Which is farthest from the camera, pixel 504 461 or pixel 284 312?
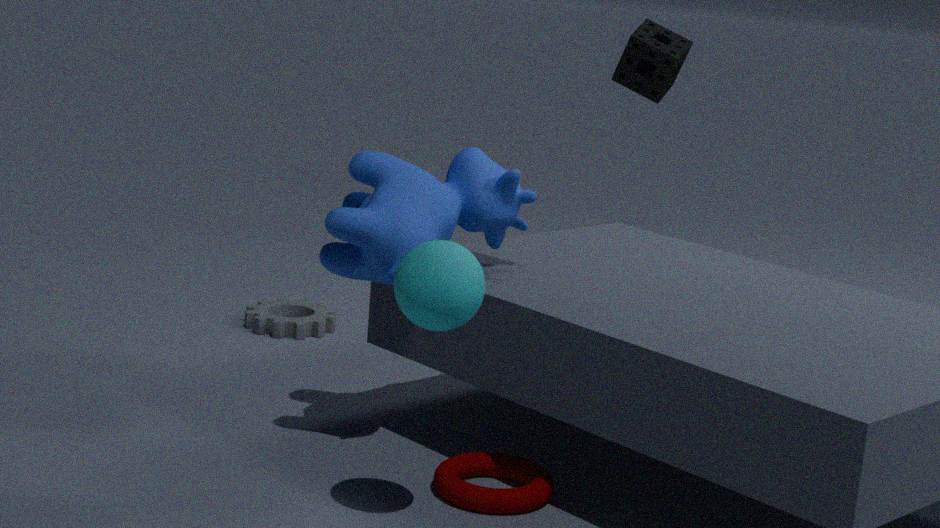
pixel 284 312
